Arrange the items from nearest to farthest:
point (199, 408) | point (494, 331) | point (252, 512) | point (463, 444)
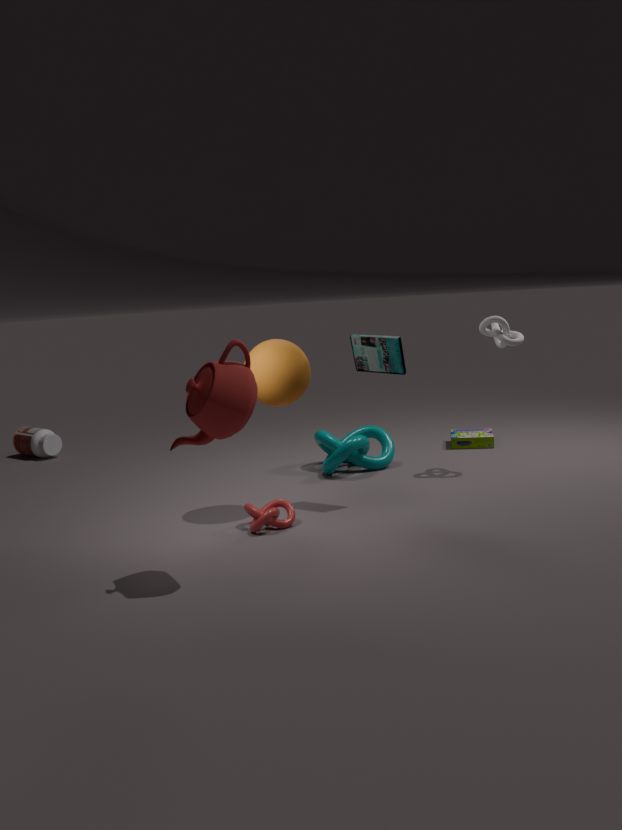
point (199, 408), point (252, 512), point (494, 331), point (463, 444)
